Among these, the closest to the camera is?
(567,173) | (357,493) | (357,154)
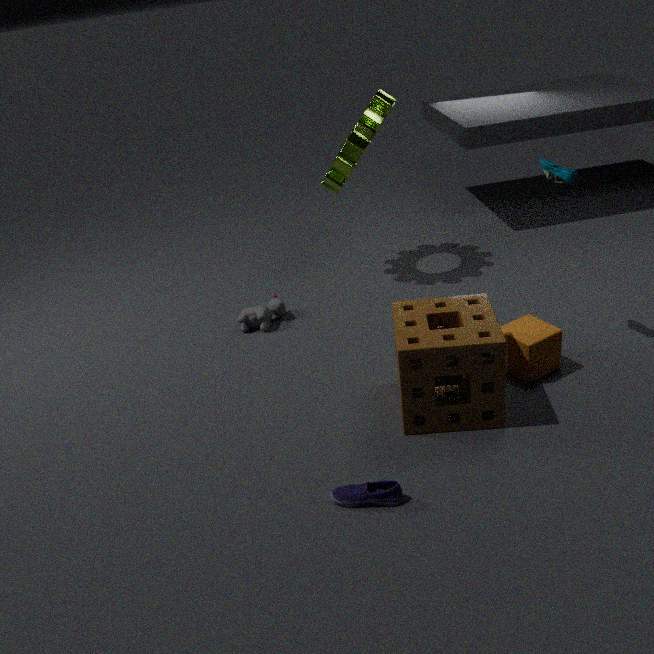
(357,493)
